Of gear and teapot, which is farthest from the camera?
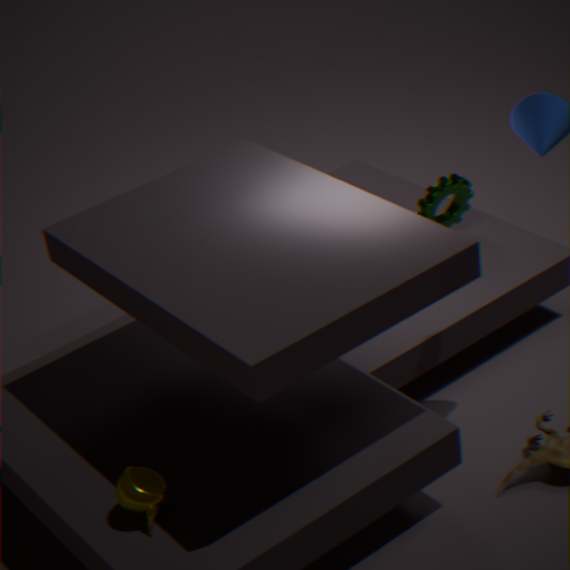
gear
